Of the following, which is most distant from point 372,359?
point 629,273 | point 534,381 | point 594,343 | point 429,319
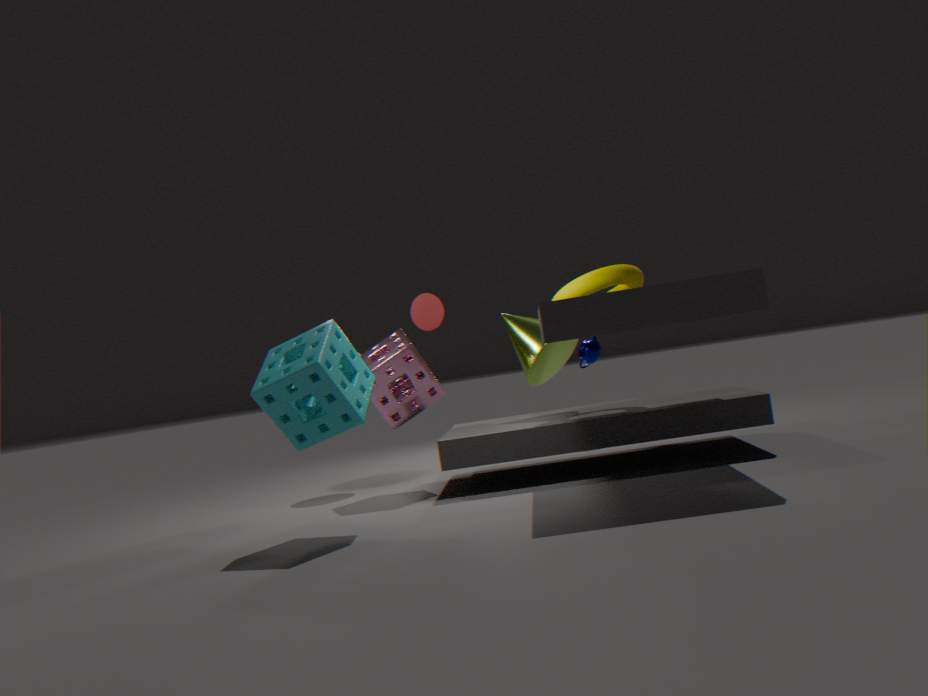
point 594,343
